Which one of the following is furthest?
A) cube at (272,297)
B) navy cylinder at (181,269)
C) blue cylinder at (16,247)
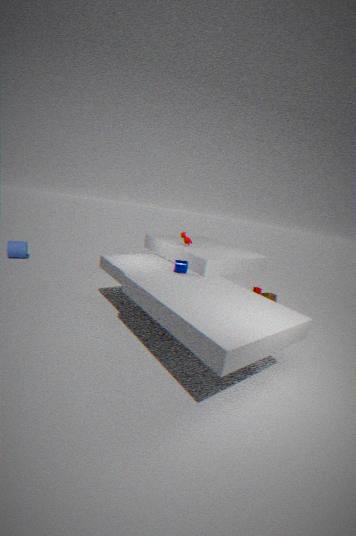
blue cylinder at (16,247)
